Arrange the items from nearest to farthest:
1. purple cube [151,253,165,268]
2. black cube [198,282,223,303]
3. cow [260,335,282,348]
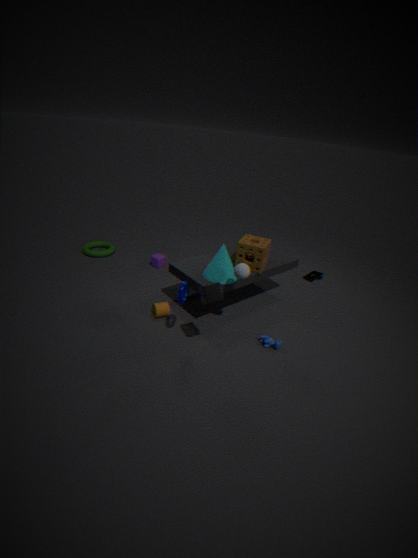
black cube [198,282,223,303]
cow [260,335,282,348]
purple cube [151,253,165,268]
